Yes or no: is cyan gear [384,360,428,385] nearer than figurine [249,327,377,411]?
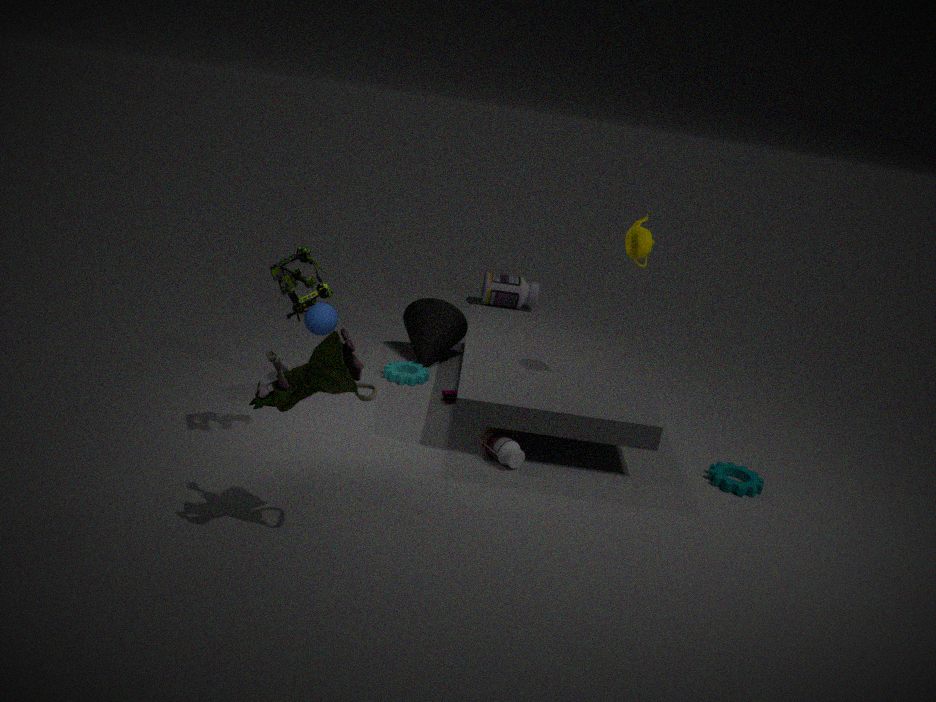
No
